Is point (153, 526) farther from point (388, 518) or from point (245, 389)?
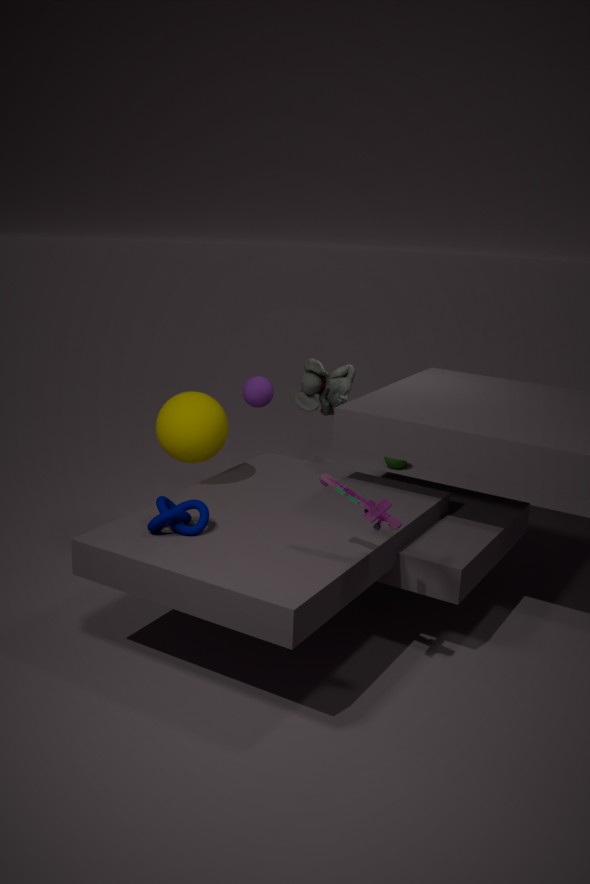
point (245, 389)
